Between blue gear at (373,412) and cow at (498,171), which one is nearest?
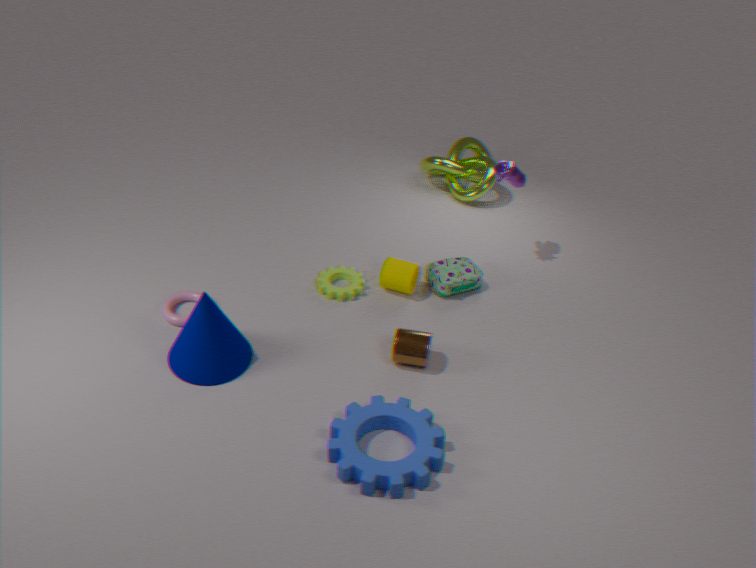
blue gear at (373,412)
